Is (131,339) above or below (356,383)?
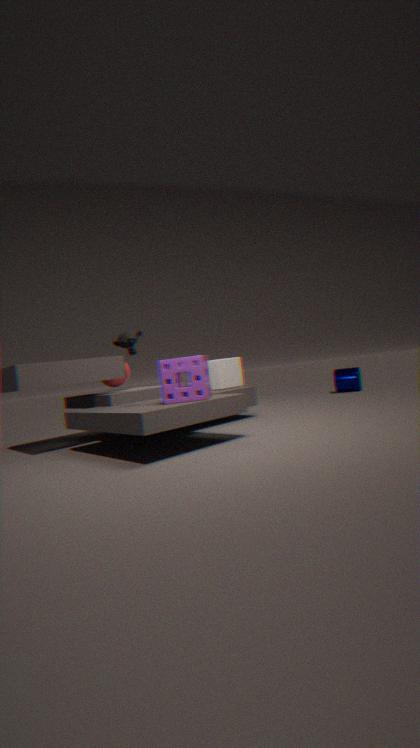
above
